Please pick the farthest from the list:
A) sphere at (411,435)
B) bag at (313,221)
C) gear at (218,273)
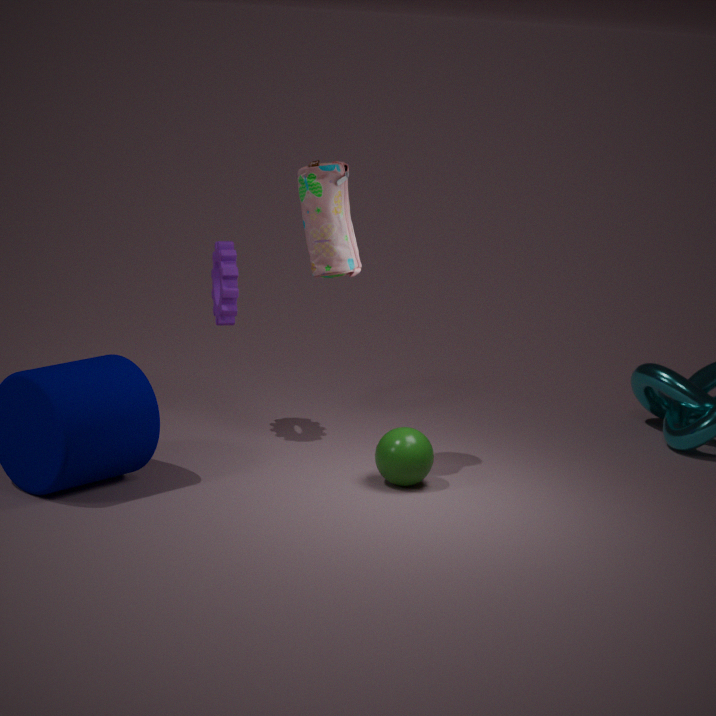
gear at (218,273)
